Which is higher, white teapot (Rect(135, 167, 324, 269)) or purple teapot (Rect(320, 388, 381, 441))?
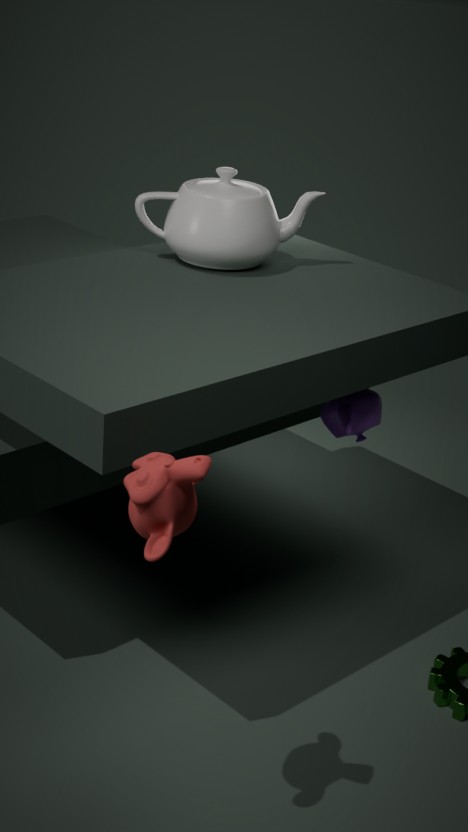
white teapot (Rect(135, 167, 324, 269))
